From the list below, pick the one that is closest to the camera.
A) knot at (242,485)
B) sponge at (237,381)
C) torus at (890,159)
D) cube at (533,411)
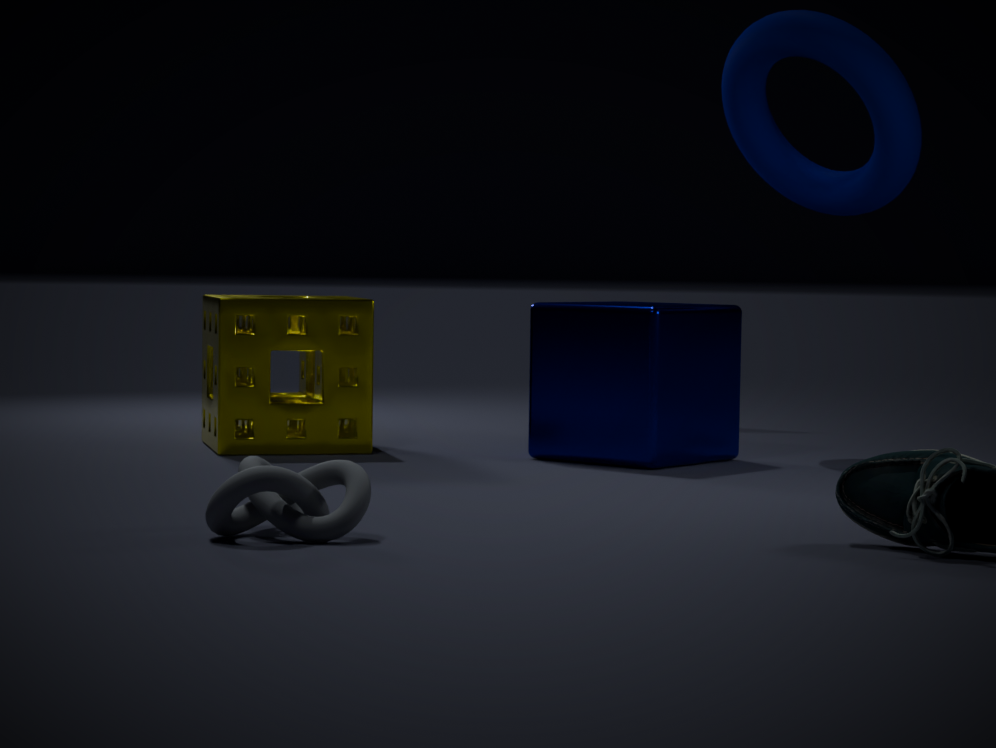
knot at (242,485)
